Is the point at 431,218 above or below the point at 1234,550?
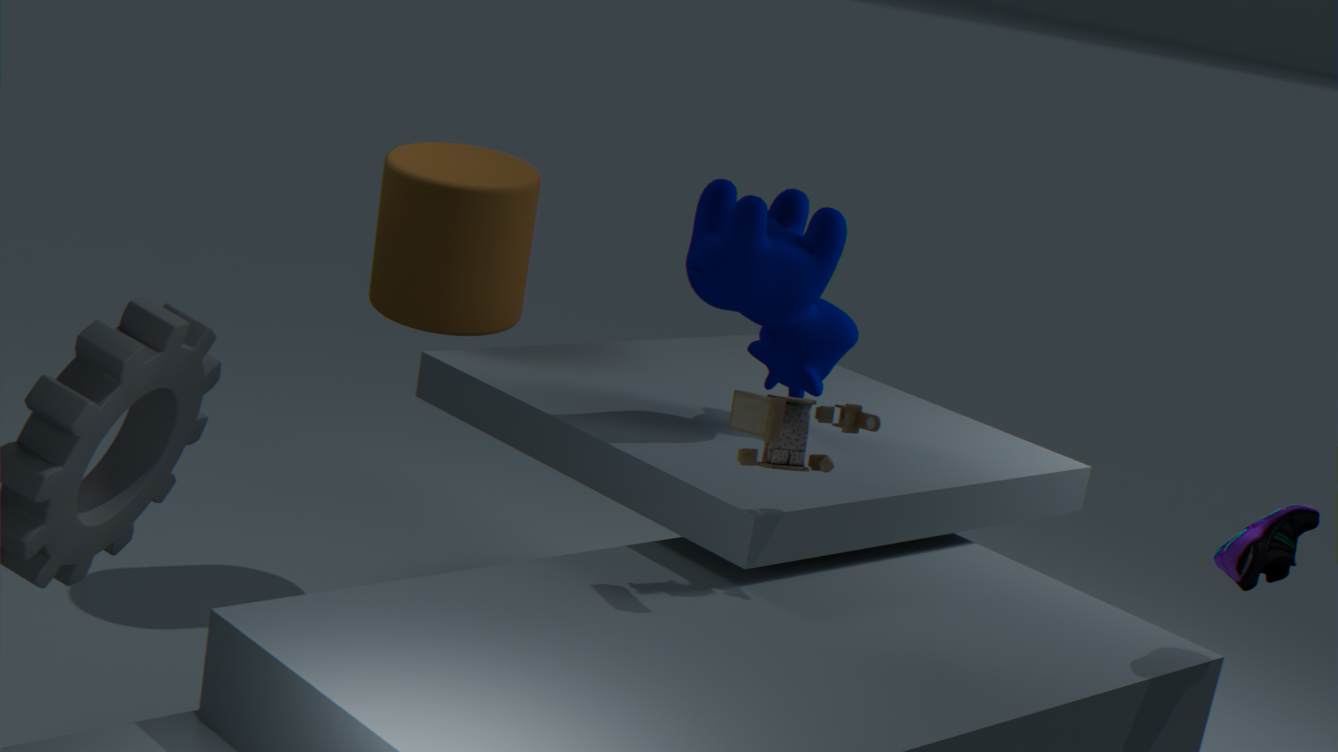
above
